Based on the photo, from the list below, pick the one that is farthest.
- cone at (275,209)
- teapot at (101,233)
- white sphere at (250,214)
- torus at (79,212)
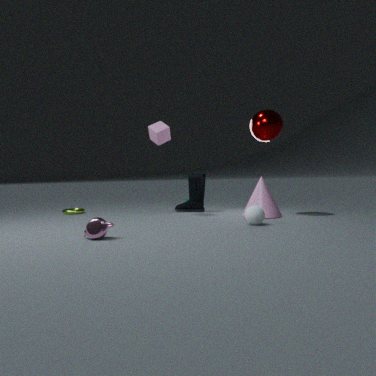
torus at (79,212)
